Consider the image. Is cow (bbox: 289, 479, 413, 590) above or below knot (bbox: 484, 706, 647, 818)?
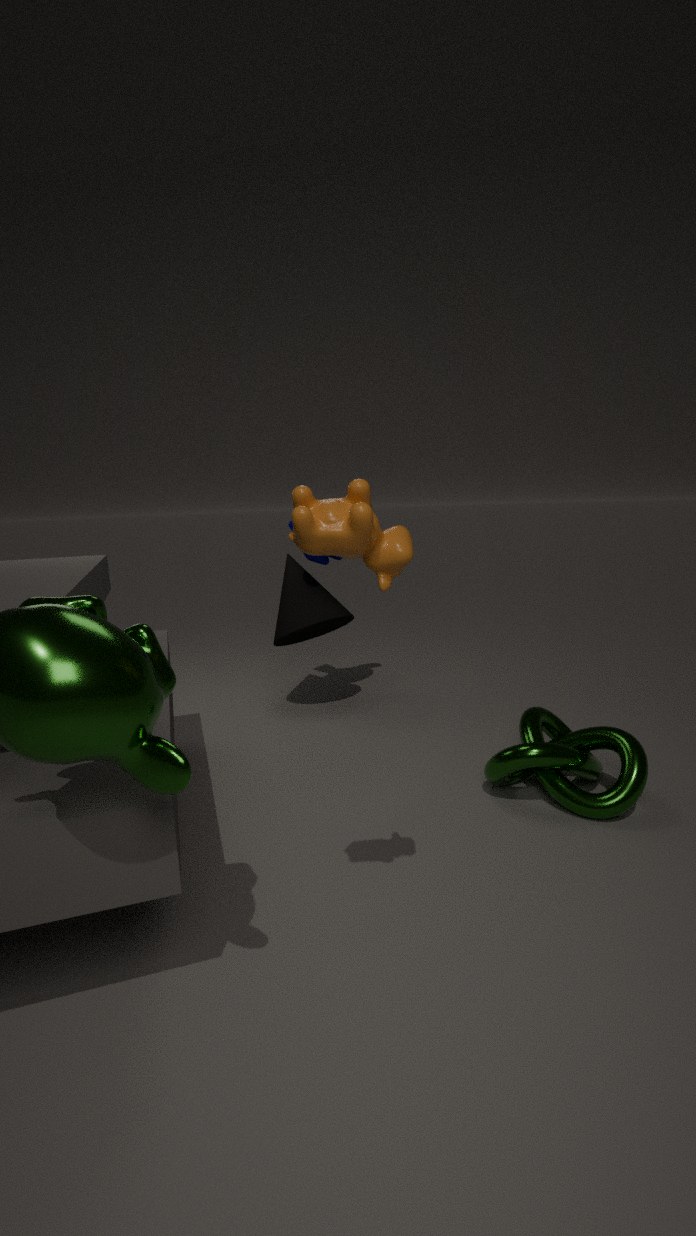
above
